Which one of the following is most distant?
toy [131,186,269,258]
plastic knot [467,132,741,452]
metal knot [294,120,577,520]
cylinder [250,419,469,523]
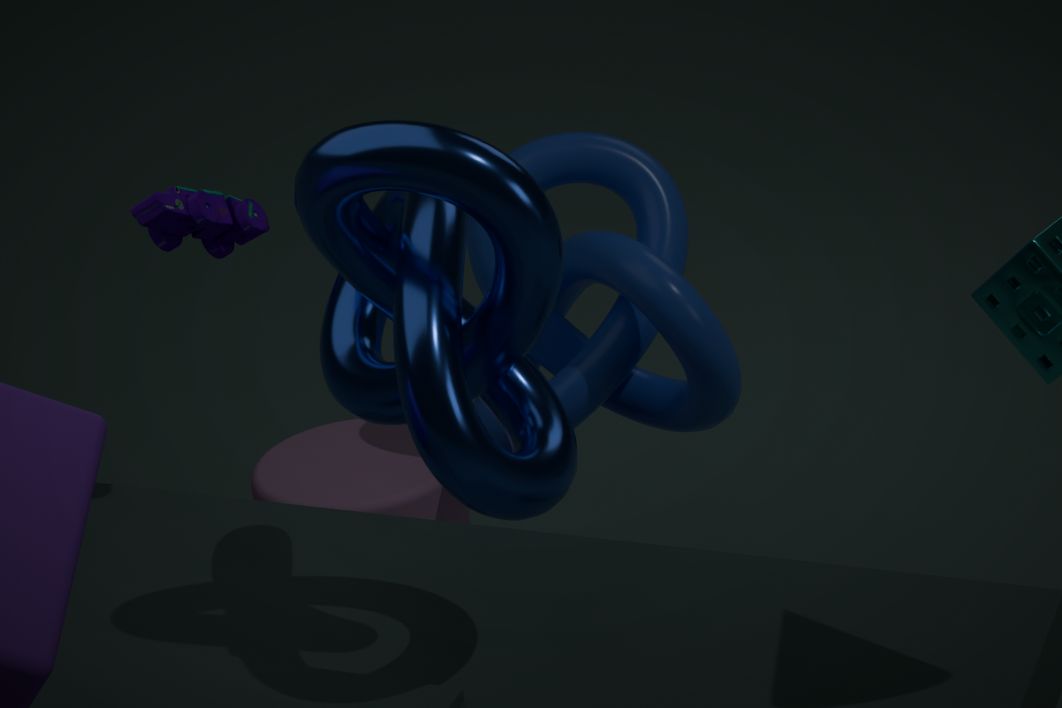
cylinder [250,419,469,523]
